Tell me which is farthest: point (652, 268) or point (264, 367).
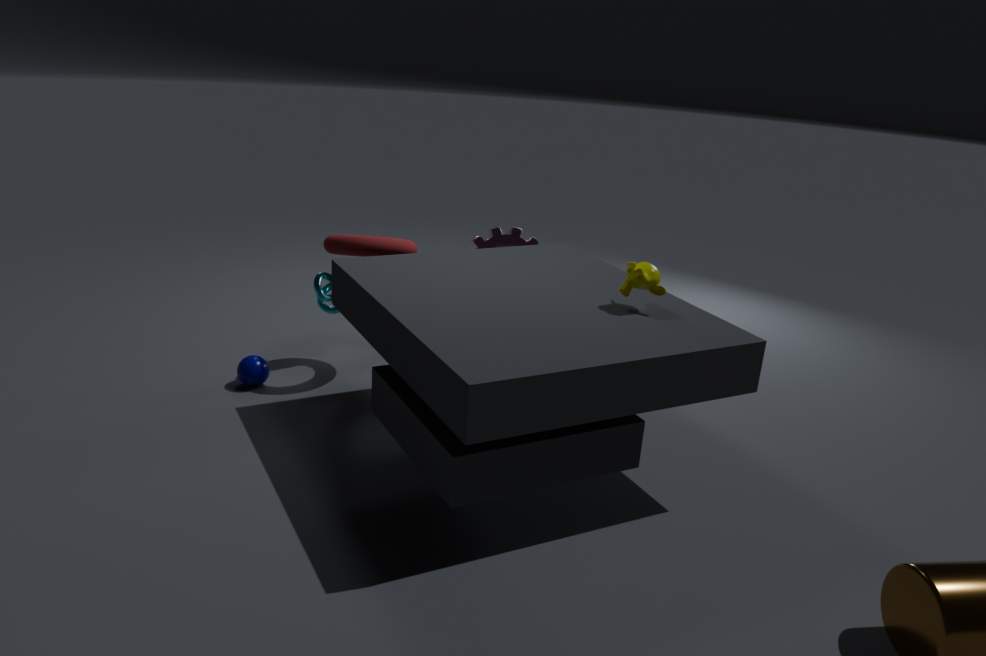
point (264, 367)
